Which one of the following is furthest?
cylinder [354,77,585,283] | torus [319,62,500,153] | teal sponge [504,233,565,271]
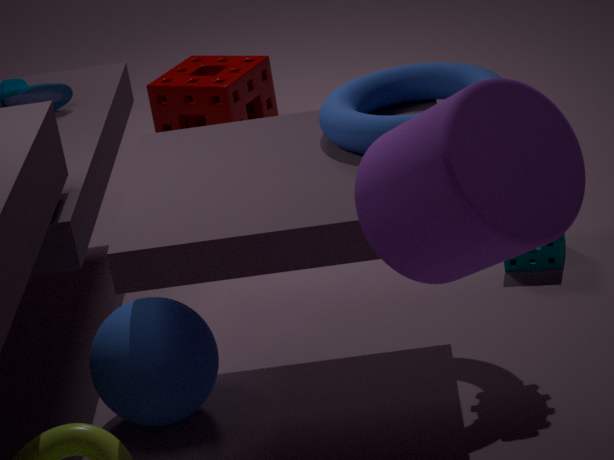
teal sponge [504,233,565,271]
